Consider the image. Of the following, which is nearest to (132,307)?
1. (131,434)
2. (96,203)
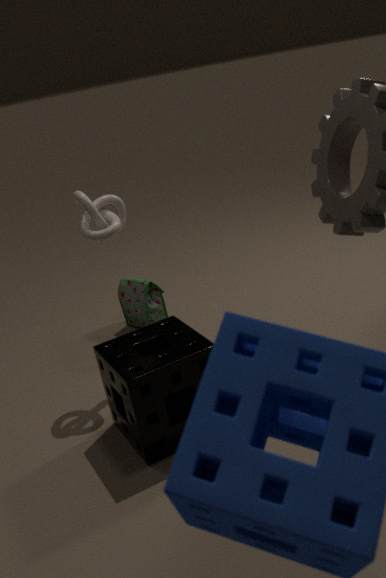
(96,203)
